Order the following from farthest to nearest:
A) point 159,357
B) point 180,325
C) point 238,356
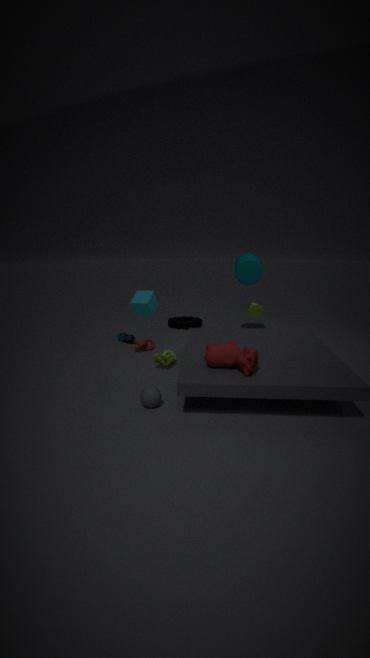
point 180,325 < point 159,357 < point 238,356
